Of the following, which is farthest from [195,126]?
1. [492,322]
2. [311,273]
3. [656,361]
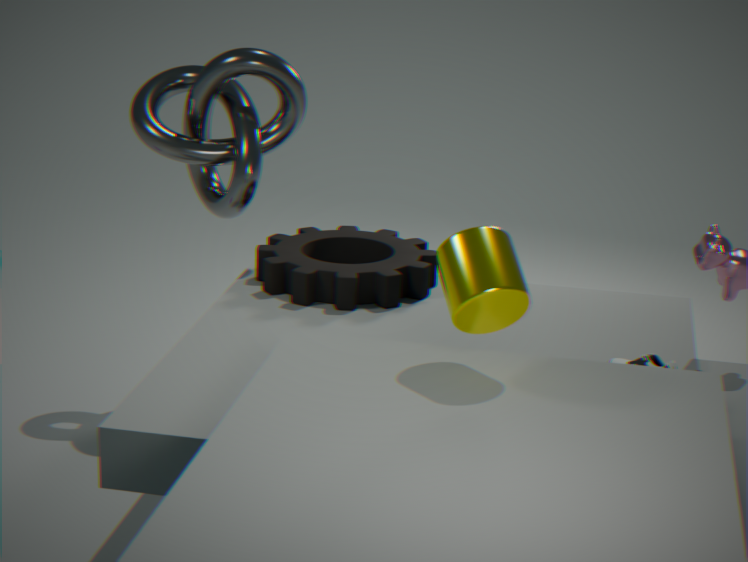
[656,361]
